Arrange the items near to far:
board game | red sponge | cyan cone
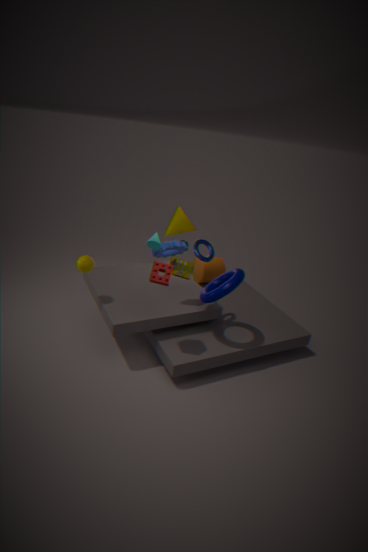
red sponge → board game → cyan cone
